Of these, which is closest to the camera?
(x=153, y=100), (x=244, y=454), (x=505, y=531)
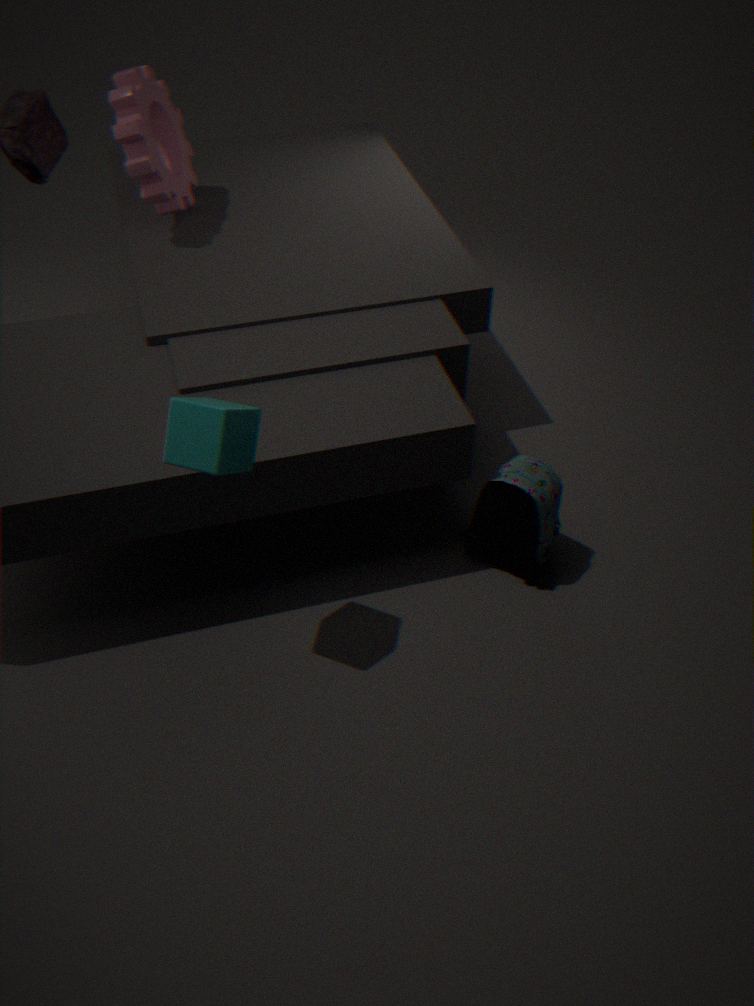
(x=244, y=454)
